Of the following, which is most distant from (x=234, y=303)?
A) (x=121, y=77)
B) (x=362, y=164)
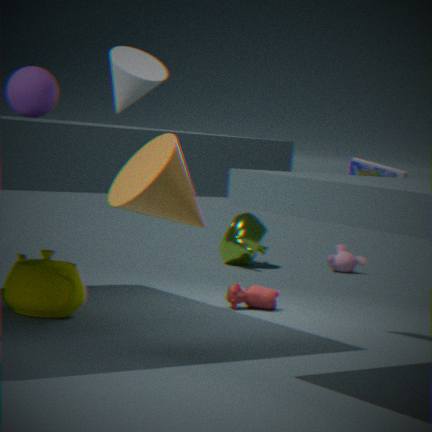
(x=121, y=77)
